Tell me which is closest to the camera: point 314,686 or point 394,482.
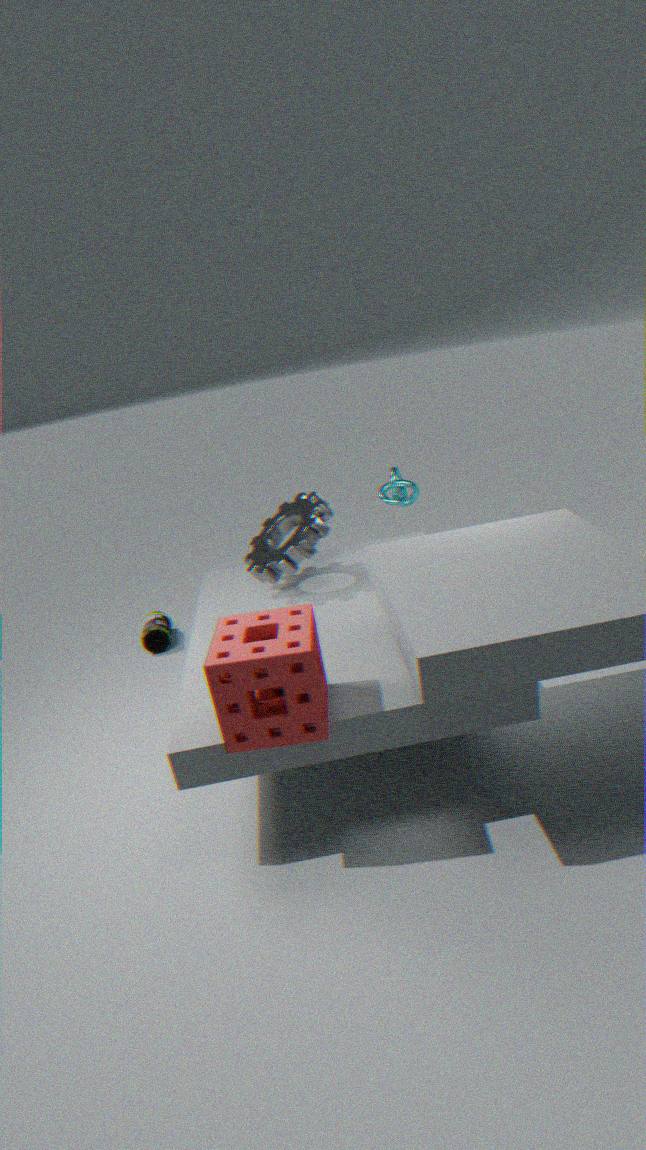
point 314,686
